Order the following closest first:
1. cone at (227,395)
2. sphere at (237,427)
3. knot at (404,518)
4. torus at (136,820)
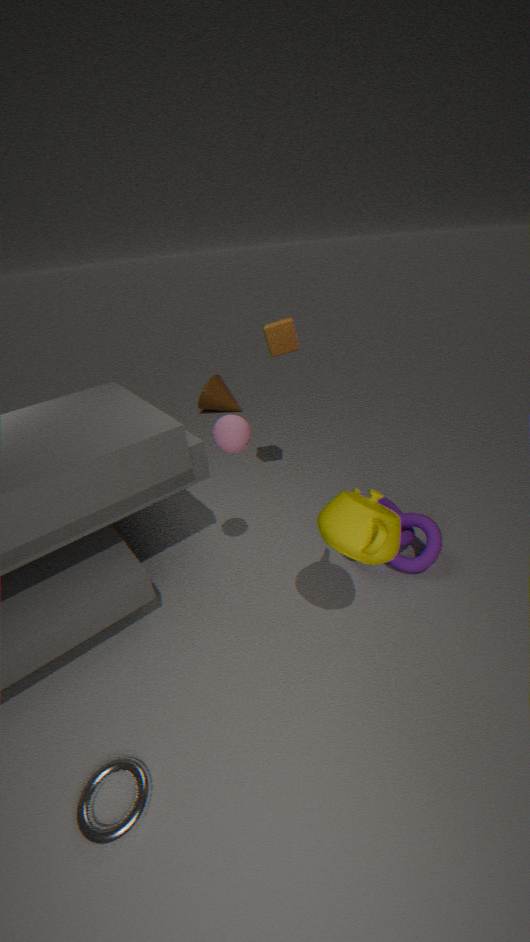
torus at (136,820), sphere at (237,427), knot at (404,518), cone at (227,395)
